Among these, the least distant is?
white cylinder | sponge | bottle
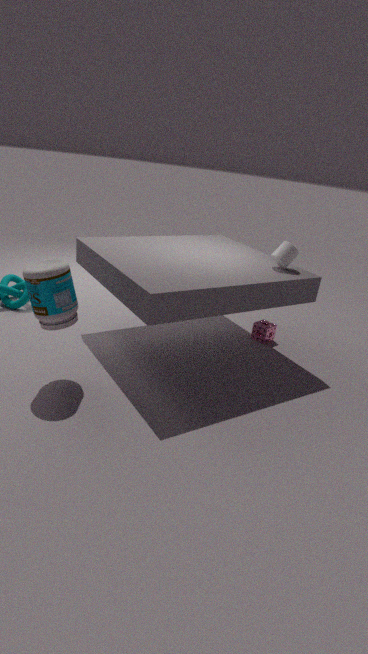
bottle
